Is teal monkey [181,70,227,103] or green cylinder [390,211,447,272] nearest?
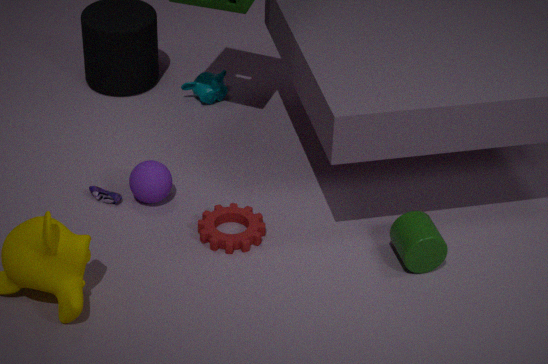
green cylinder [390,211,447,272]
